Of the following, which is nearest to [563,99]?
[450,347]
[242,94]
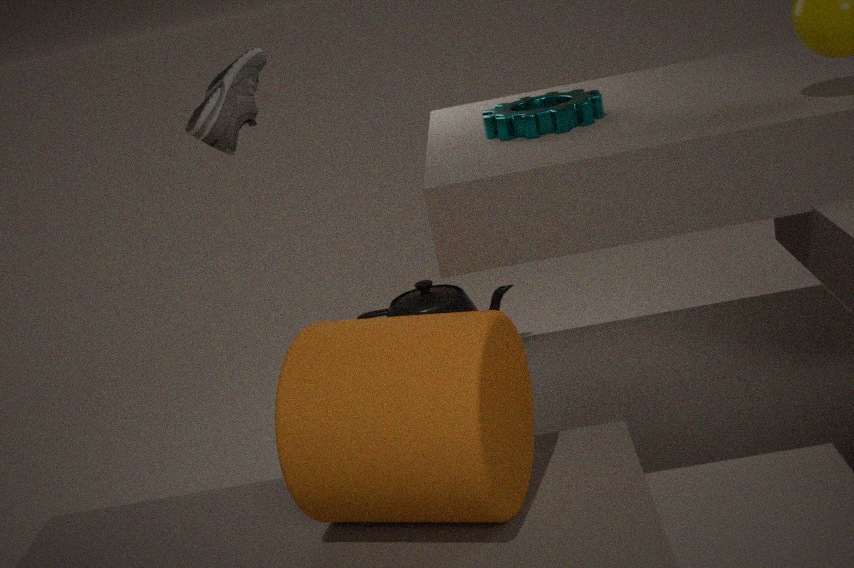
[242,94]
